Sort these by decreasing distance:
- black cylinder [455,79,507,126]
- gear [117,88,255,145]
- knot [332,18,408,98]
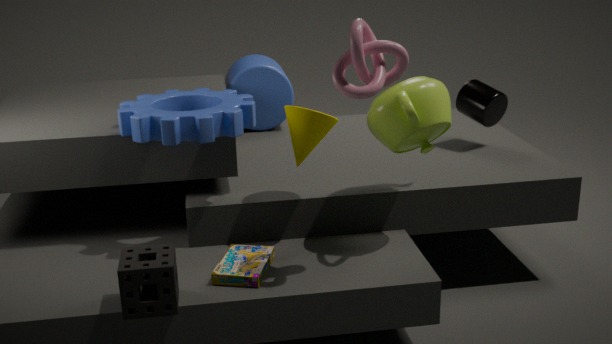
black cylinder [455,79,507,126] < gear [117,88,255,145] < knot [332,18,408,98]
